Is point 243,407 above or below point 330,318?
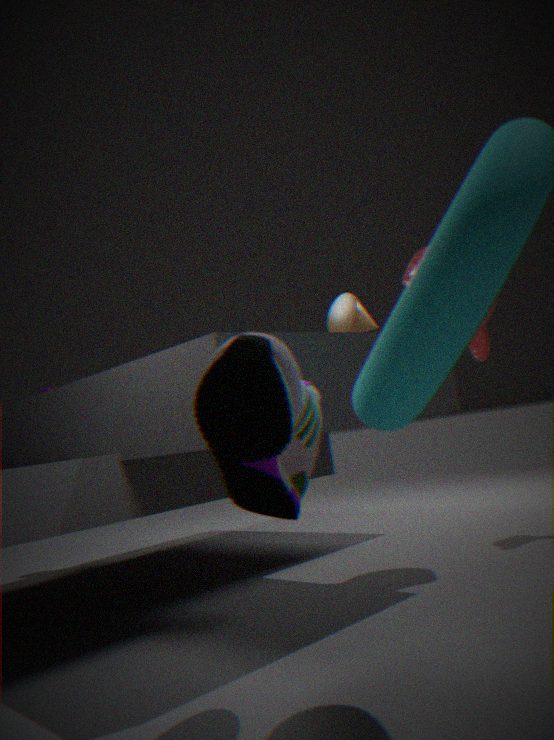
below
